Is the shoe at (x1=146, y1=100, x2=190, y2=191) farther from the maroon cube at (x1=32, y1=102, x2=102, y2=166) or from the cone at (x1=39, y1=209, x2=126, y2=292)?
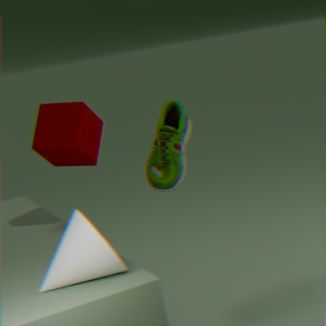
the cone at (x1=39, y1=209, x2=126, y2=292)
